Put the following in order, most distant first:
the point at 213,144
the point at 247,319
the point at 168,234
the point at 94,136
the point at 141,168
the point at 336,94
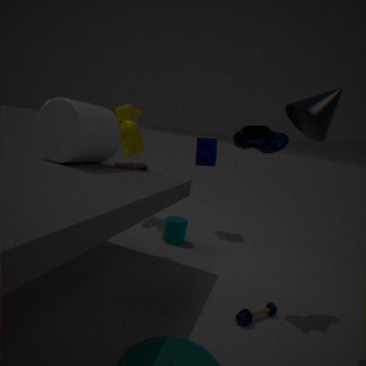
1. the point at 213,144
2. the point at 168,234
3. the point at 141,168
4. the point at 94,136
5. the point at 247,319
6. the point at 336,94
